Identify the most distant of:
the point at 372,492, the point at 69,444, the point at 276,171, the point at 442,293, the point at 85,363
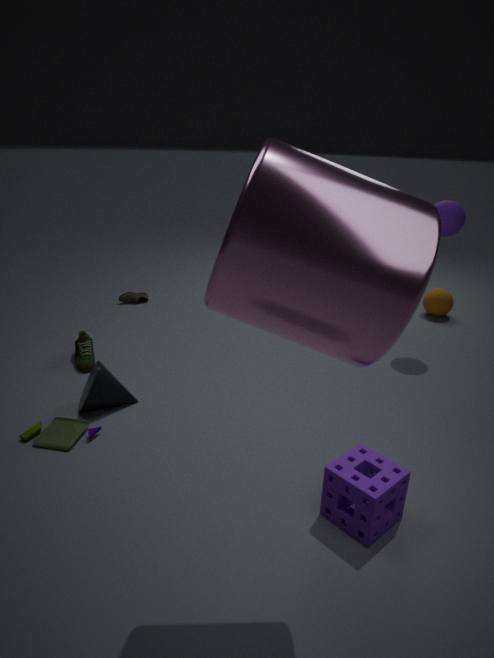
the point at 442,293
